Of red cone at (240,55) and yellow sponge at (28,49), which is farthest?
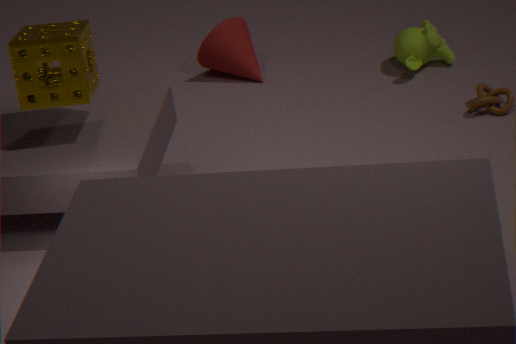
red cone at (240,55)
